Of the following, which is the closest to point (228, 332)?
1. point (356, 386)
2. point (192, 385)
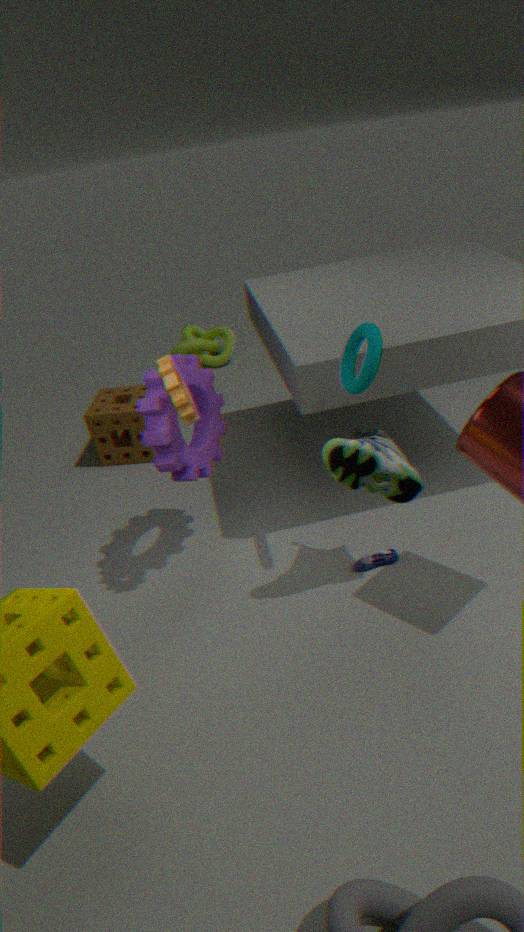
point (192, 385)
